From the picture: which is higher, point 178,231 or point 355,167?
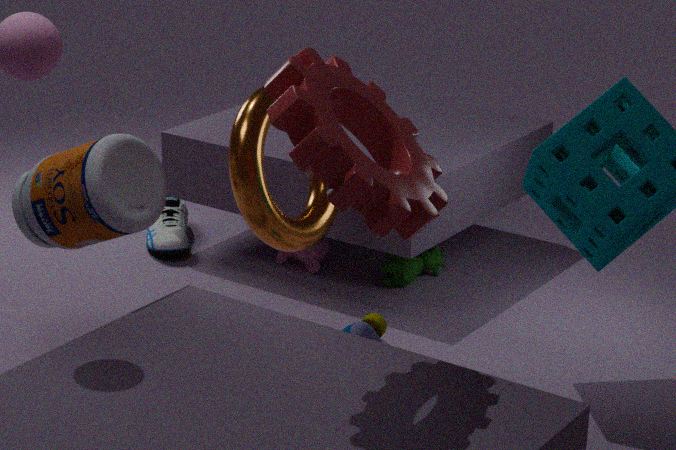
point 355,167
